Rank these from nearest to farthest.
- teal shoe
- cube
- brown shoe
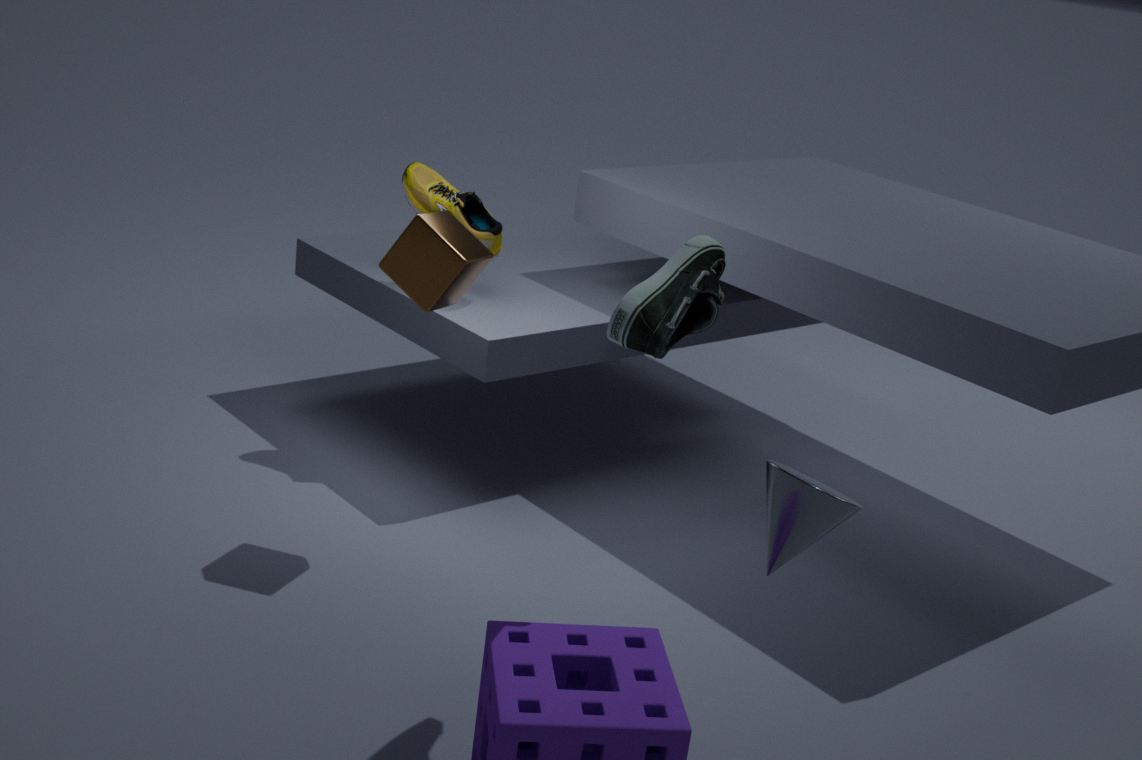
→ teal shoe
cube
brown shoe
